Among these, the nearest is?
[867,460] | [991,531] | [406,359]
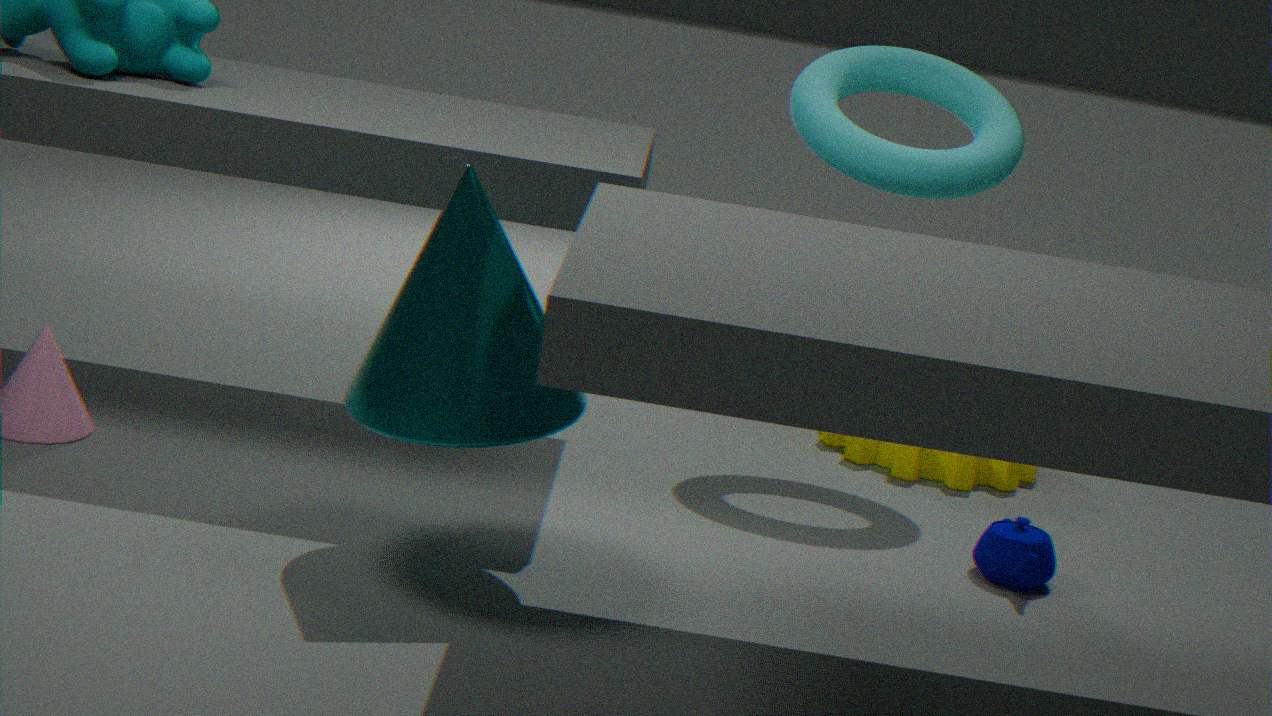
[406,359]
